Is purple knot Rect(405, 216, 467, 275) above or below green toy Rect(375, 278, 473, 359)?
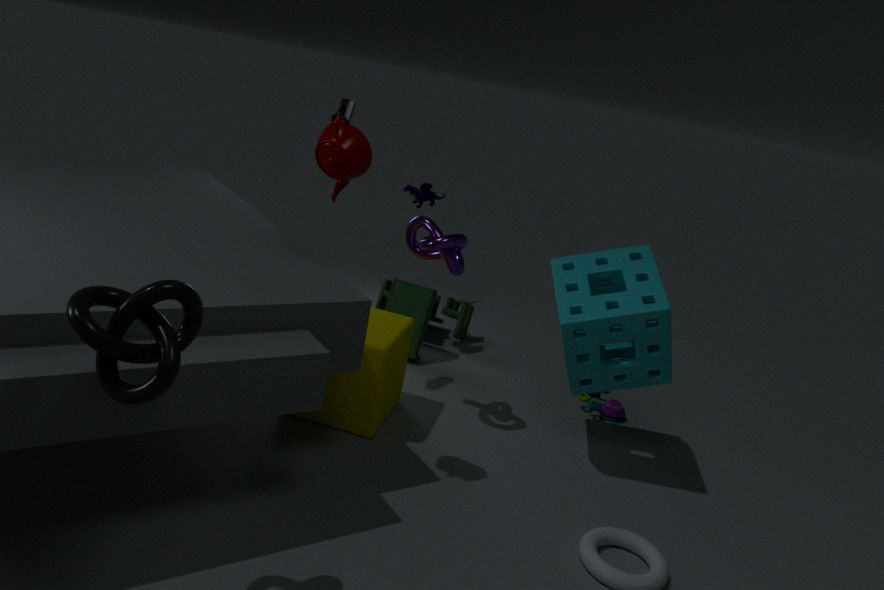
above
